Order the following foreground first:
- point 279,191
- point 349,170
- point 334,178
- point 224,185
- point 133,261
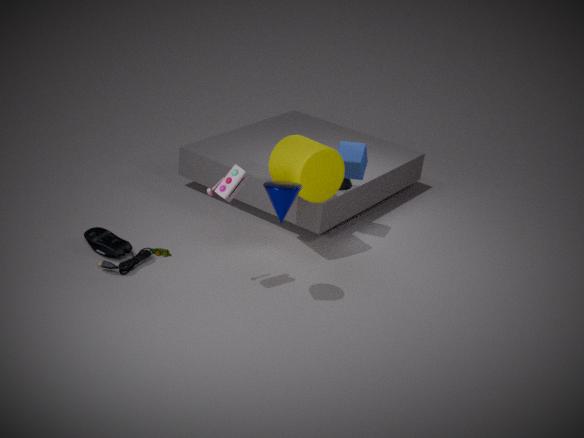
point 279,191, point 224,185, point 133,261, point 334,178, point 349,170
